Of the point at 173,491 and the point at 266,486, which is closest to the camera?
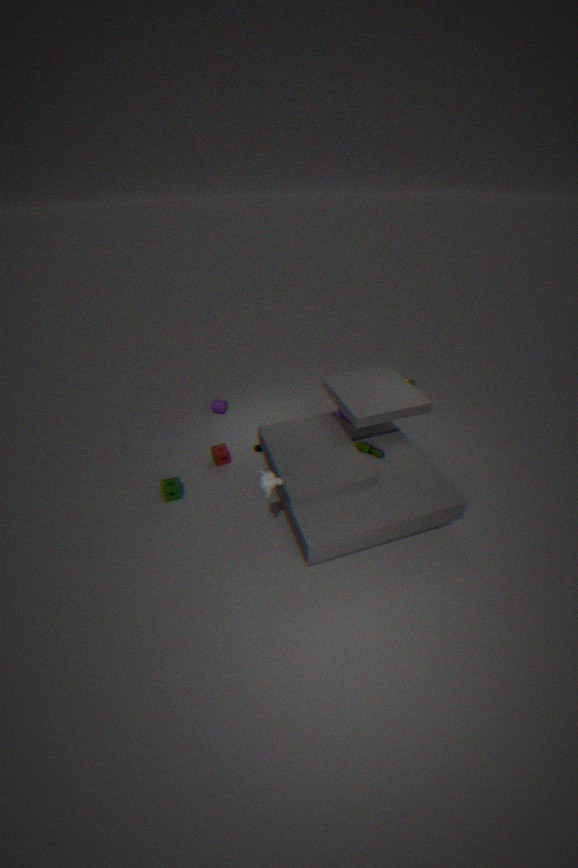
the point at 266,486
